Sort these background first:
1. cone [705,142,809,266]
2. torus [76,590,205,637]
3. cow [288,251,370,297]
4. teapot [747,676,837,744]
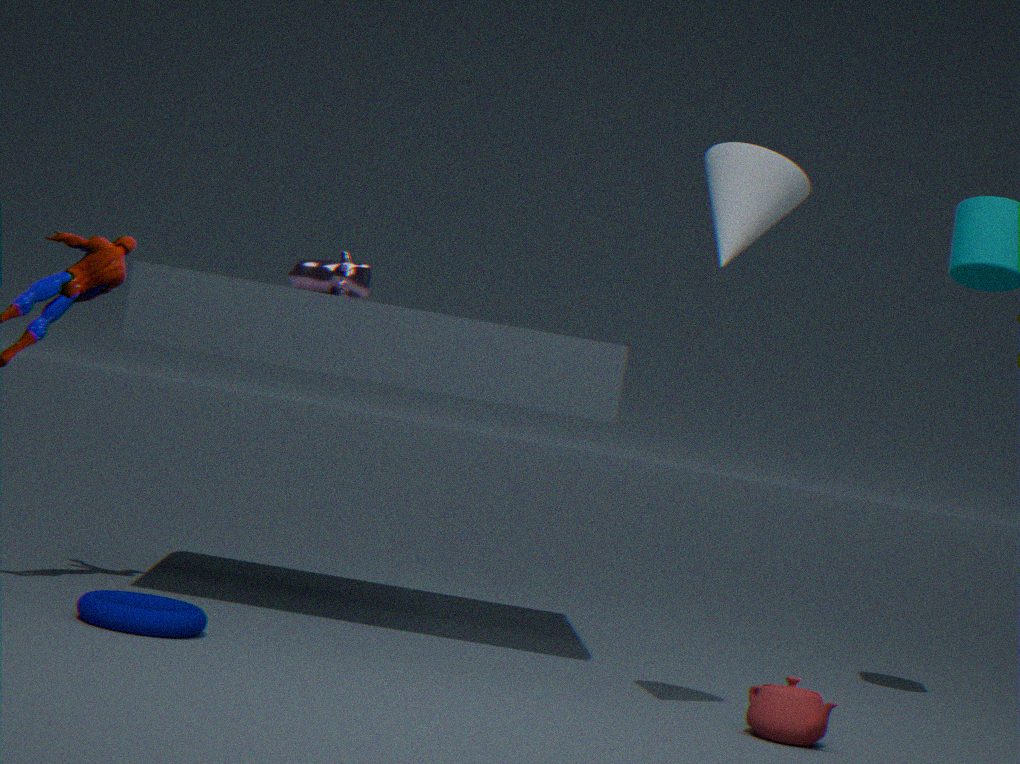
cow [288,251,370,297]
teapot [747,676,837,744]
torus [76,590,205,637]
cone [705,142,809,266]
